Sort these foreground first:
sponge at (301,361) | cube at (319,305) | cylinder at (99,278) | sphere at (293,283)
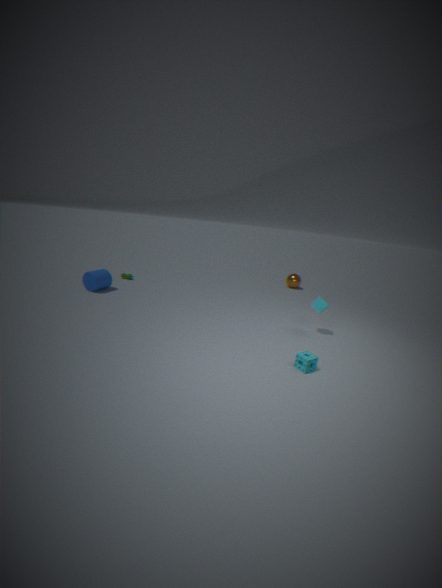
sponge at (301,361) → cube at (319,305) → cylinder at (99,278) → sphere at (293,283)
